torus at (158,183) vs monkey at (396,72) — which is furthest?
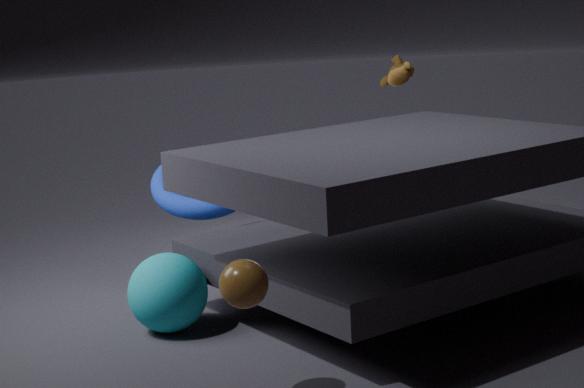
monkey at (396,72)
